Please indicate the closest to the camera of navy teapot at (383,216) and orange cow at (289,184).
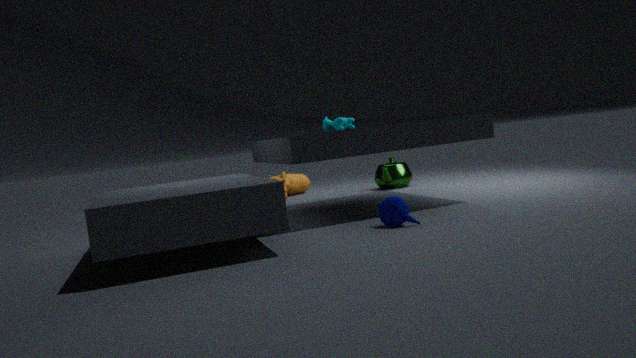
navy teapot at (383,216)
